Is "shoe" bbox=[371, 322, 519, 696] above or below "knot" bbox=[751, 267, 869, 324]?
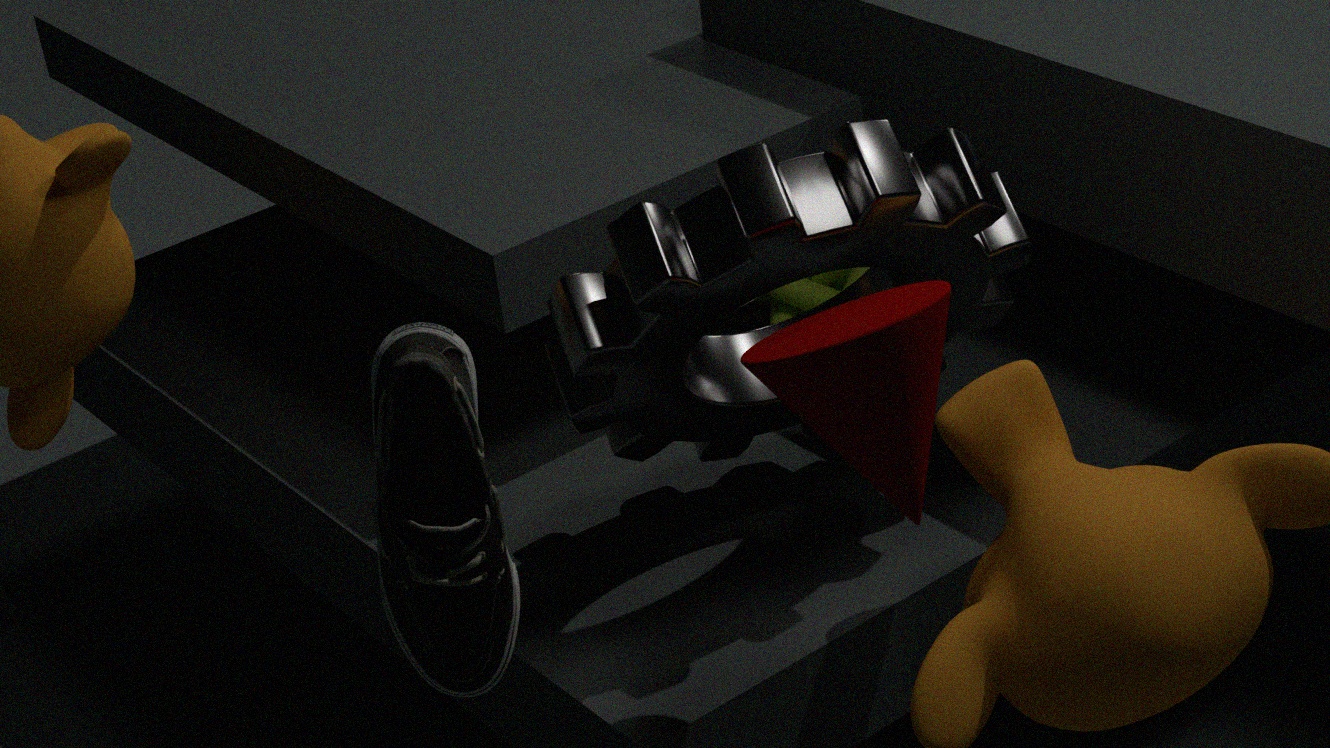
above
